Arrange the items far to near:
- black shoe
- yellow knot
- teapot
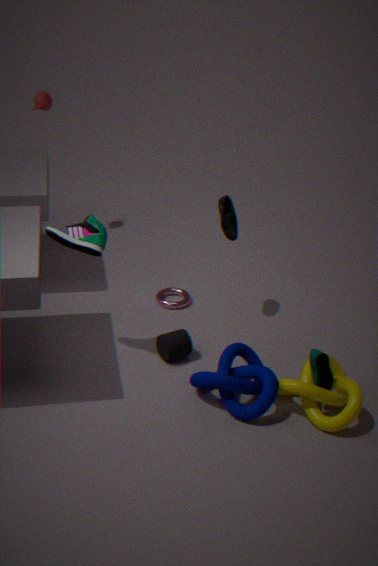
1. teapot
2. black shoe
3. yellow knot
